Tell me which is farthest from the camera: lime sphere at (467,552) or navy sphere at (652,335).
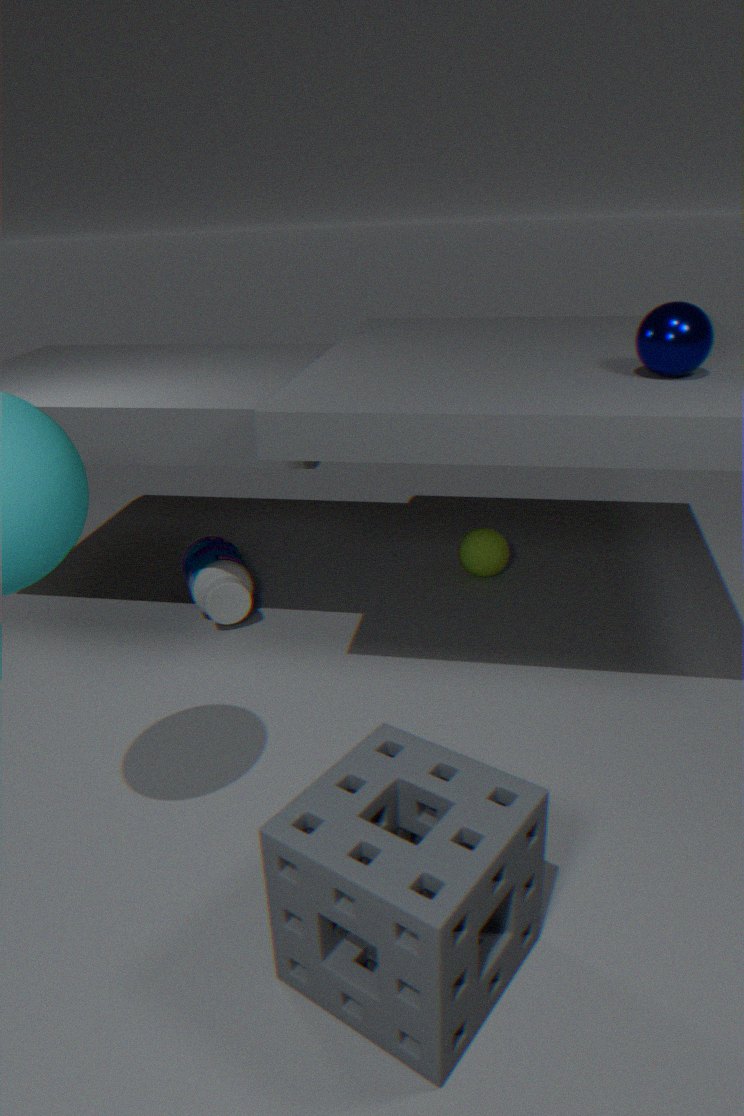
lime sphere at (467,552)
